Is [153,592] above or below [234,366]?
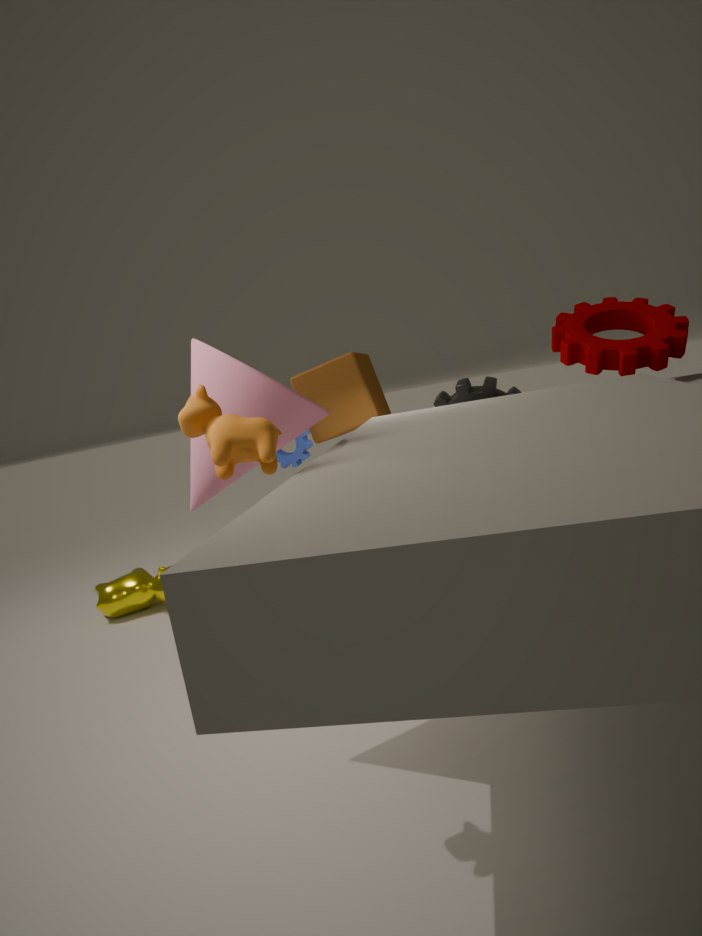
below
